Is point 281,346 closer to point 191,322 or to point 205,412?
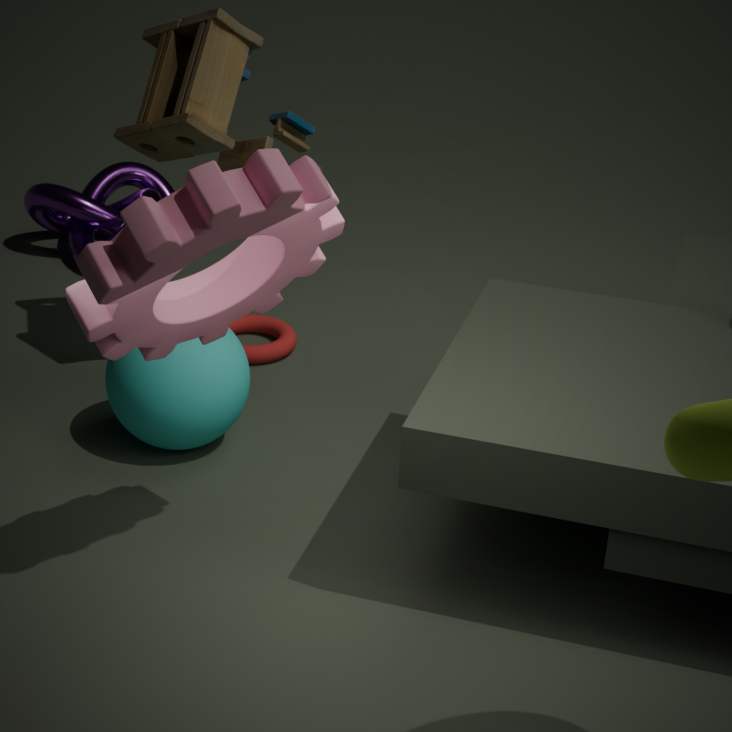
point 205,412
